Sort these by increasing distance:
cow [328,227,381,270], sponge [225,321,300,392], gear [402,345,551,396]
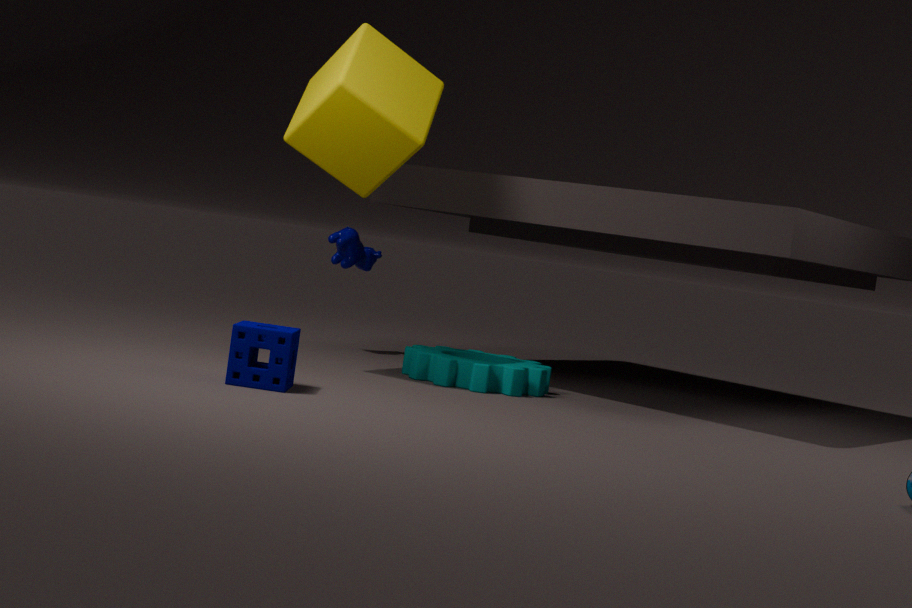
sponge [225,321,300,392], gear [402,345,551,396], cow [328,227,381,270]
